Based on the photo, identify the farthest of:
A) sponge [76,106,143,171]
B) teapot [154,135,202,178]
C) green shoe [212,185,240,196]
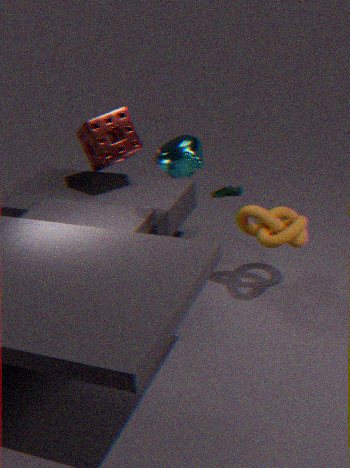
green shoe [212,185,240,196]
